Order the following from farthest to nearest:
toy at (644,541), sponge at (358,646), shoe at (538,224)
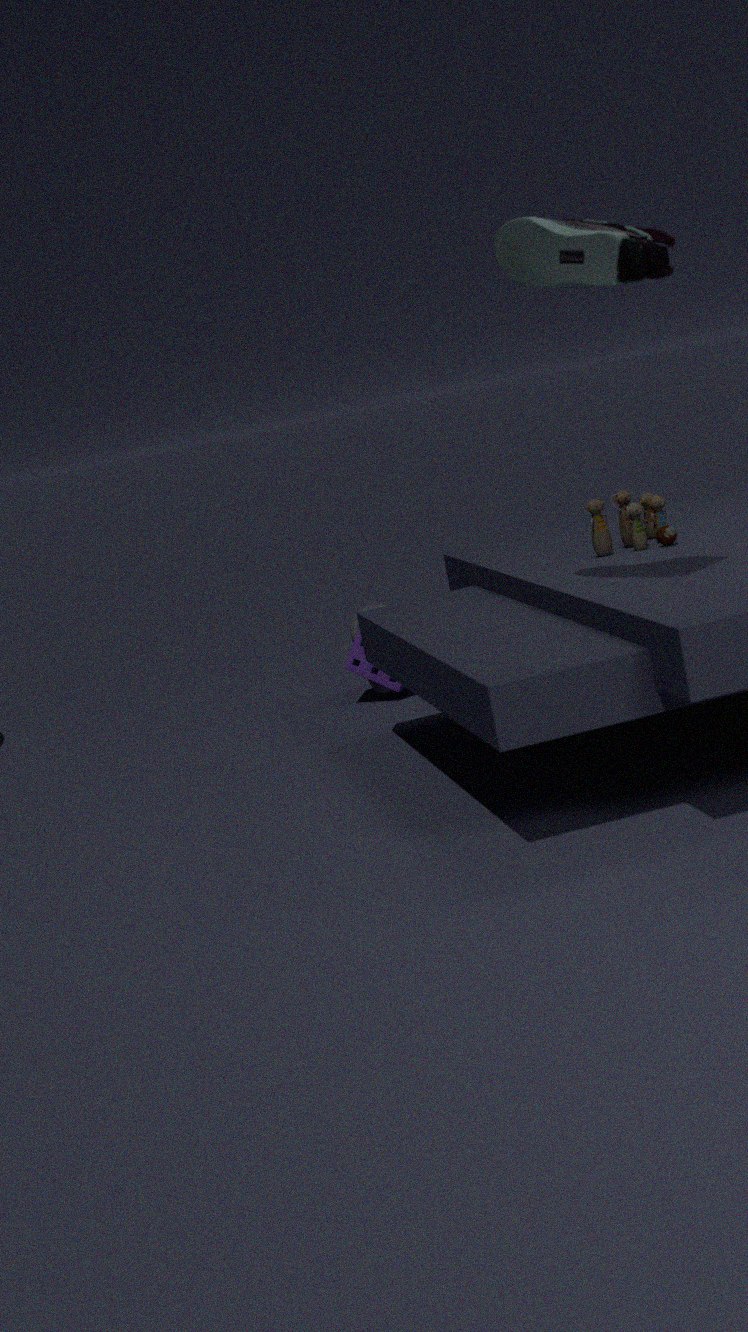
sponge at (358,646), toy at (644,541), shoe at (538,224)
